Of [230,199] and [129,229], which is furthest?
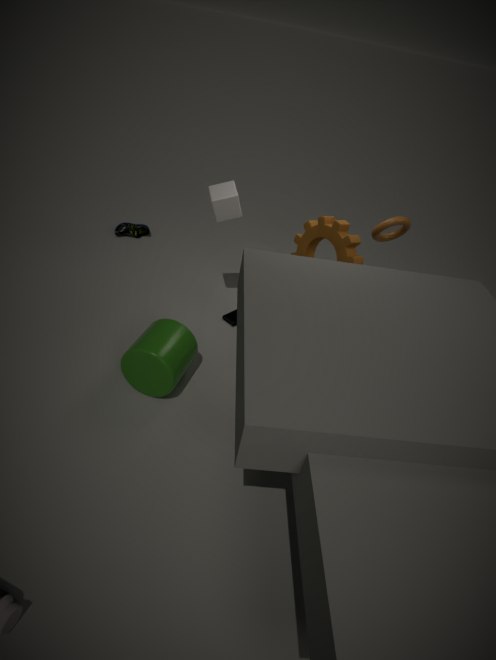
[129,229]
